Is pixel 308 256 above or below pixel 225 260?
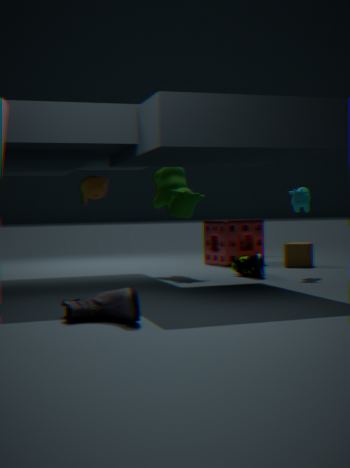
below
